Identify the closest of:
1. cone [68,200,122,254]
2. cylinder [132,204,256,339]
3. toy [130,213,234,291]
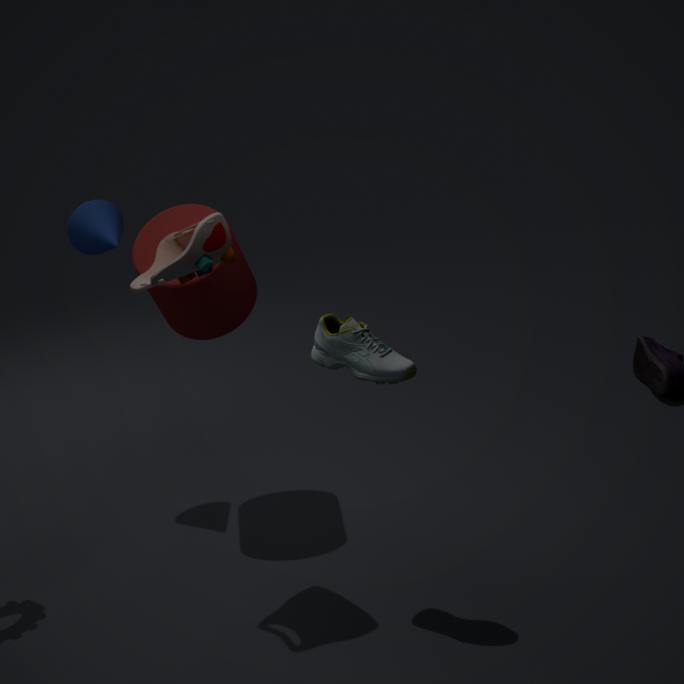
toy [130,213,234,291]
